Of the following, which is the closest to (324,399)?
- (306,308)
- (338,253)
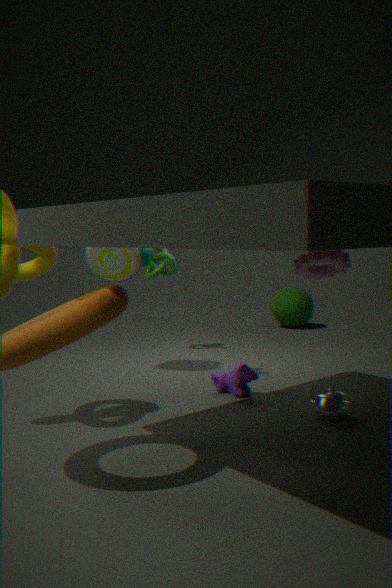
(338,253)
